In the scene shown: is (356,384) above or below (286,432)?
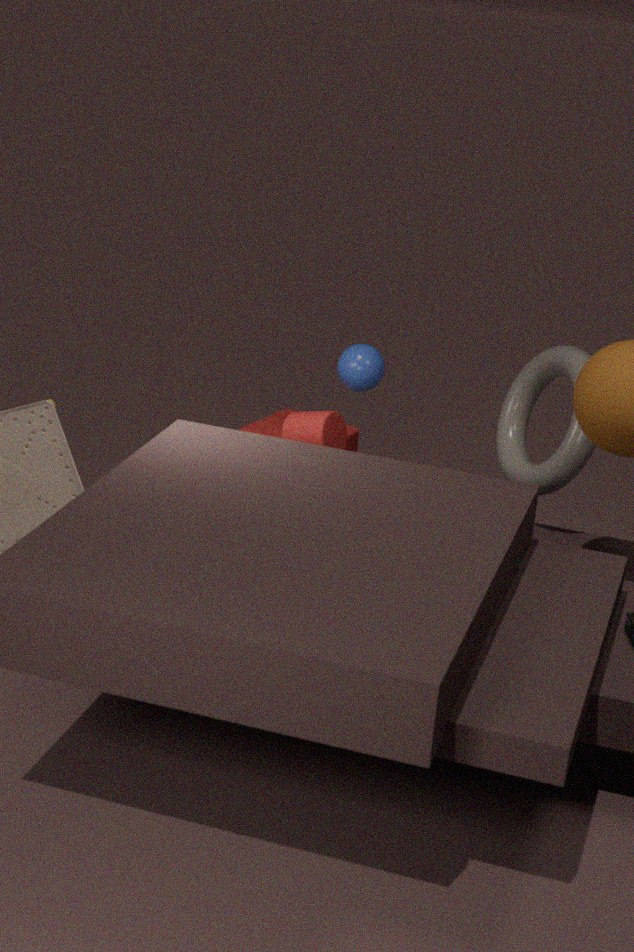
above
